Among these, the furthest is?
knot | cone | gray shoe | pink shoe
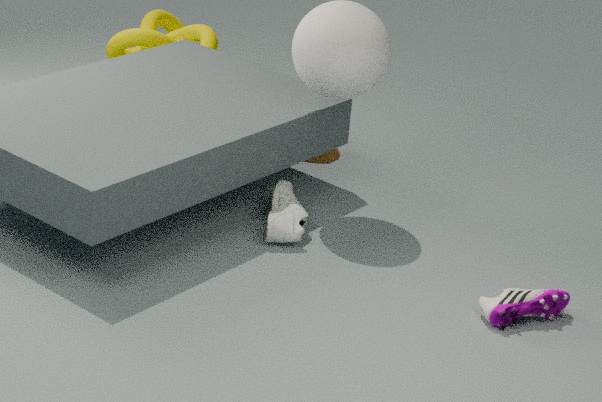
knot
